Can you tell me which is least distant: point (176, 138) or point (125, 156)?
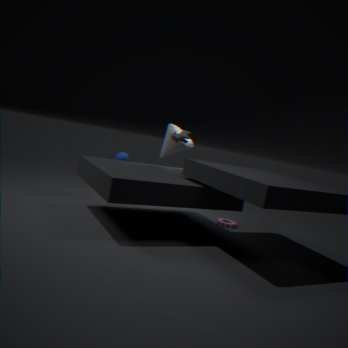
point (176, 138)
